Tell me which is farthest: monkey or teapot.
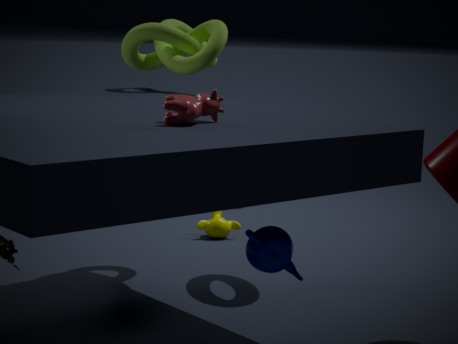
monkey
